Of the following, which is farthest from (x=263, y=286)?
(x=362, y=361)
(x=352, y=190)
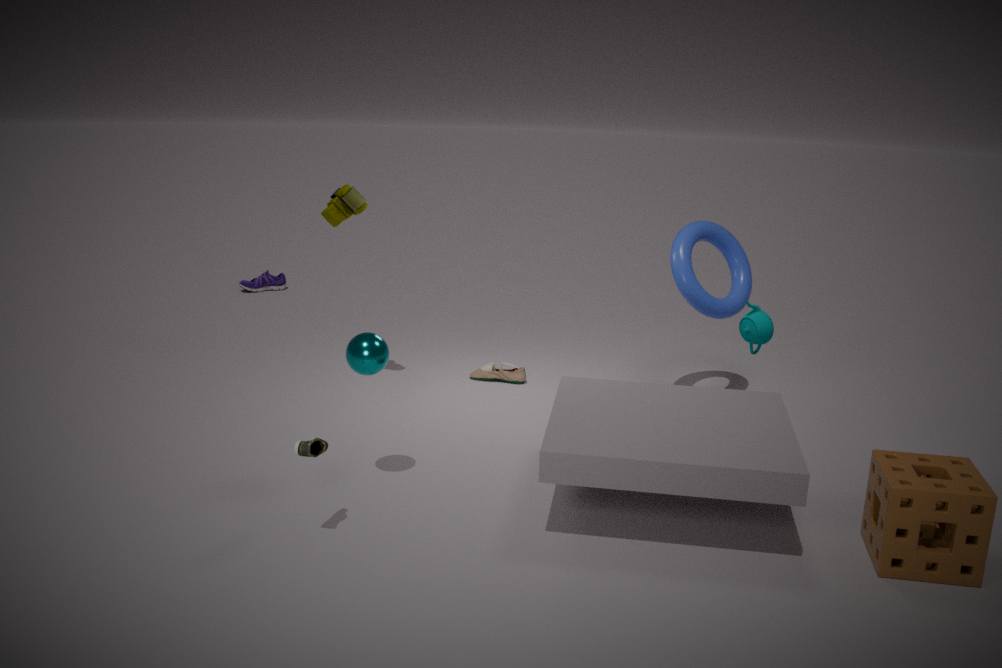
(x=362, y=361)
